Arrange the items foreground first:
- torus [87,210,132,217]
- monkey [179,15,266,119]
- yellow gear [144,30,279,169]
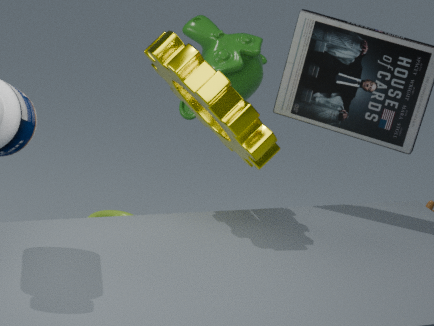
yellow gear [144,30,279,169], monkey [179,15,266,119], torus [87,210,132,217]
